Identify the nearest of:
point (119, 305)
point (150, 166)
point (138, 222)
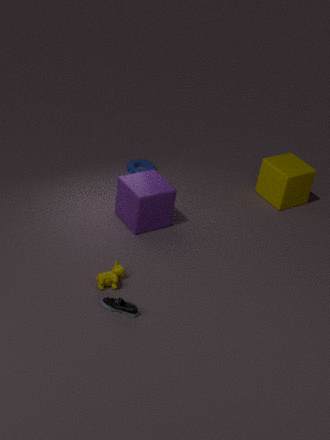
point (119, 305)
